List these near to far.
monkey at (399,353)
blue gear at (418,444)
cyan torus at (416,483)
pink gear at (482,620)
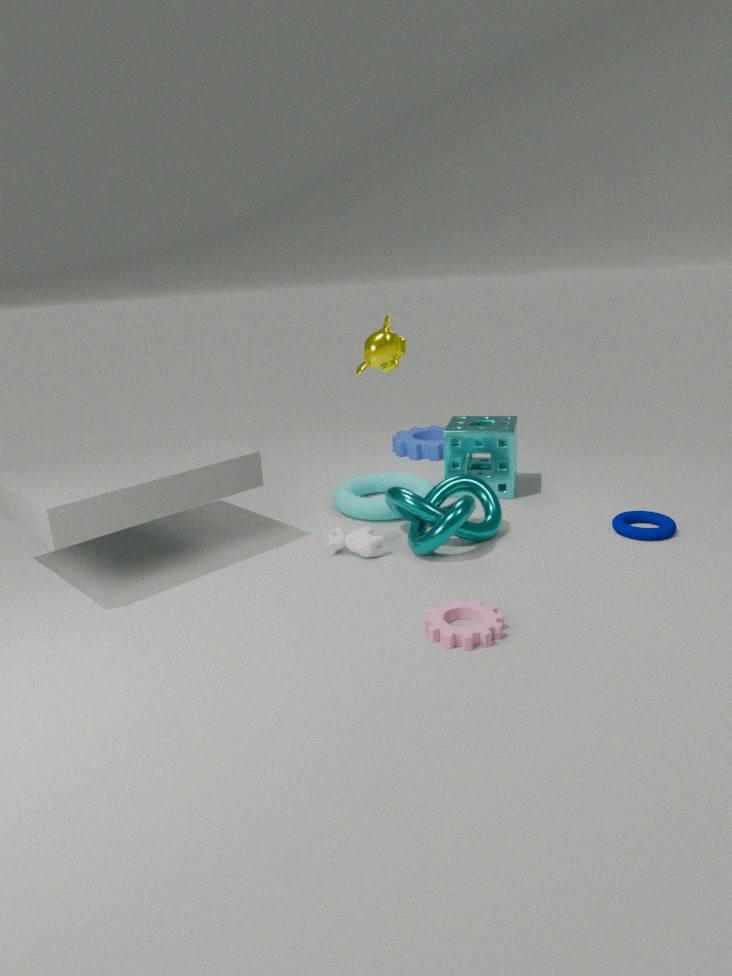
1. pink gear at (482,620)
2. monkey at (399,353)
3. cyan torus at (416,483)
4. blue gear at (418,444)
